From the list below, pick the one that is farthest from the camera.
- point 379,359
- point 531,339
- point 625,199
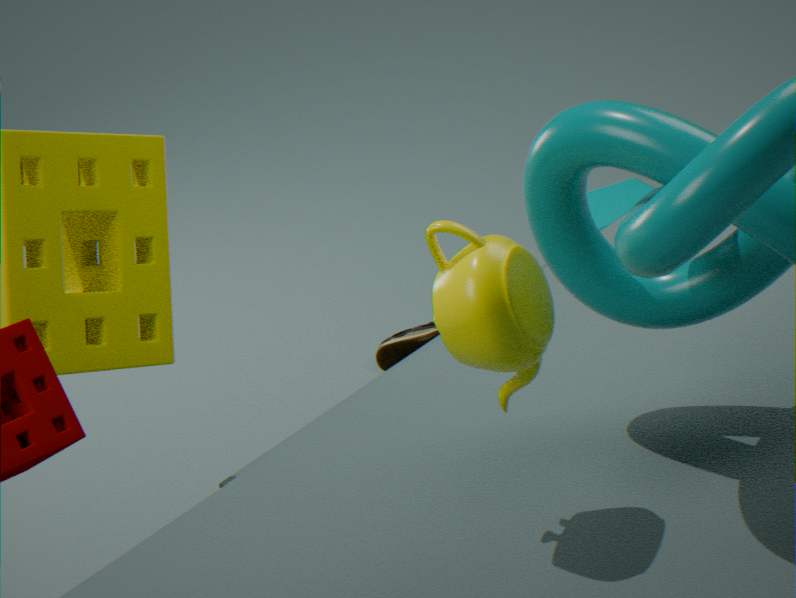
point 379,359
